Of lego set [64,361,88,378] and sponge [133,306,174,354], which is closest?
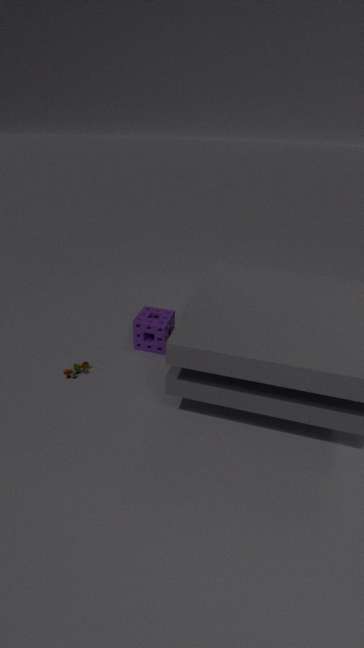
lego set [64,361,88,378]
